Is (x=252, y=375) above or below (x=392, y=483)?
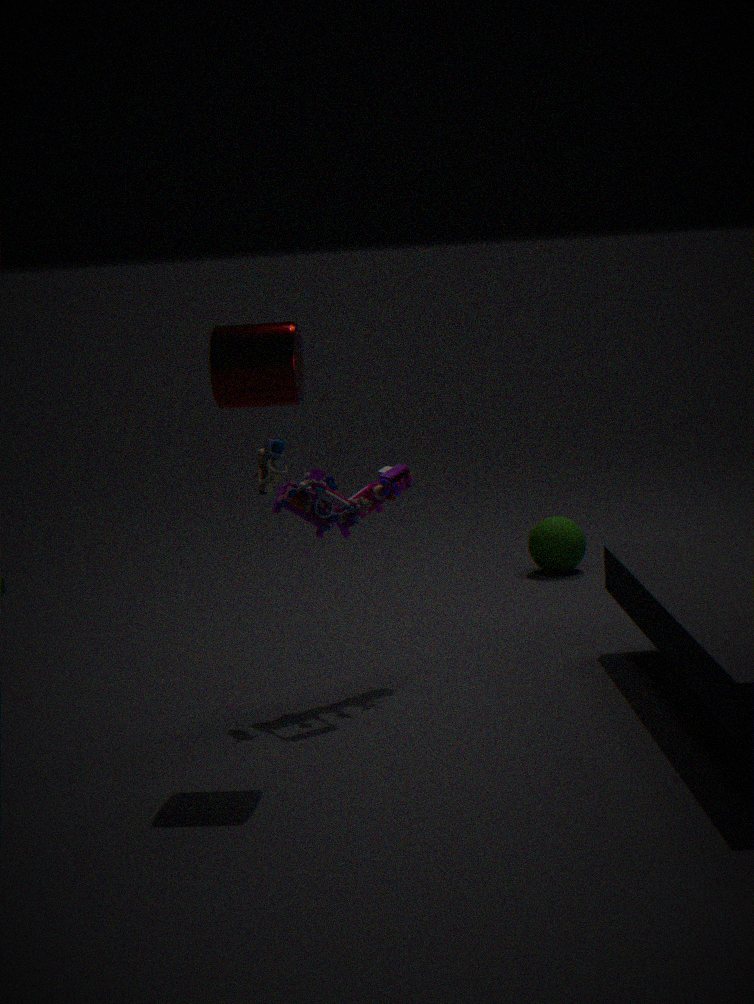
above
